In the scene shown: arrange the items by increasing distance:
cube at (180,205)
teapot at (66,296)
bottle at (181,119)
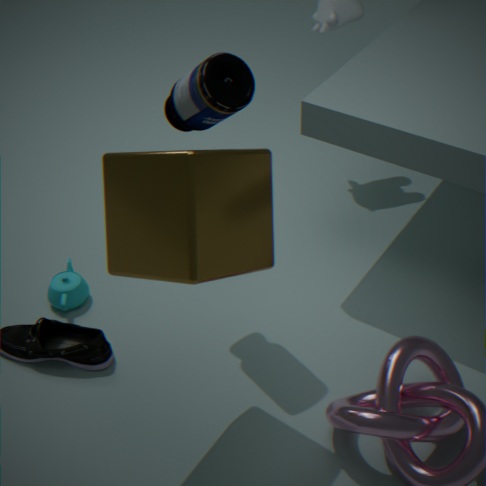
1. cube at (180,205)
2. bottle at (181,119)
3. teapot at (66,296)
